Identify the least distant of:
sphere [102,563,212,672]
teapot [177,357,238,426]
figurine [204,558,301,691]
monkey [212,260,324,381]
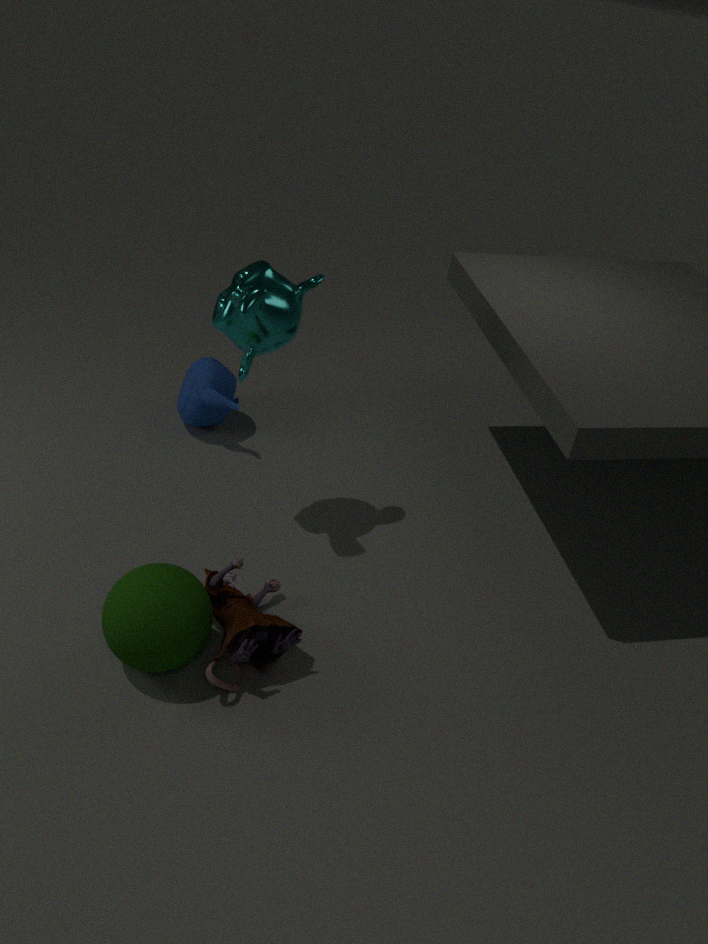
sphere [102,563,212,672]
